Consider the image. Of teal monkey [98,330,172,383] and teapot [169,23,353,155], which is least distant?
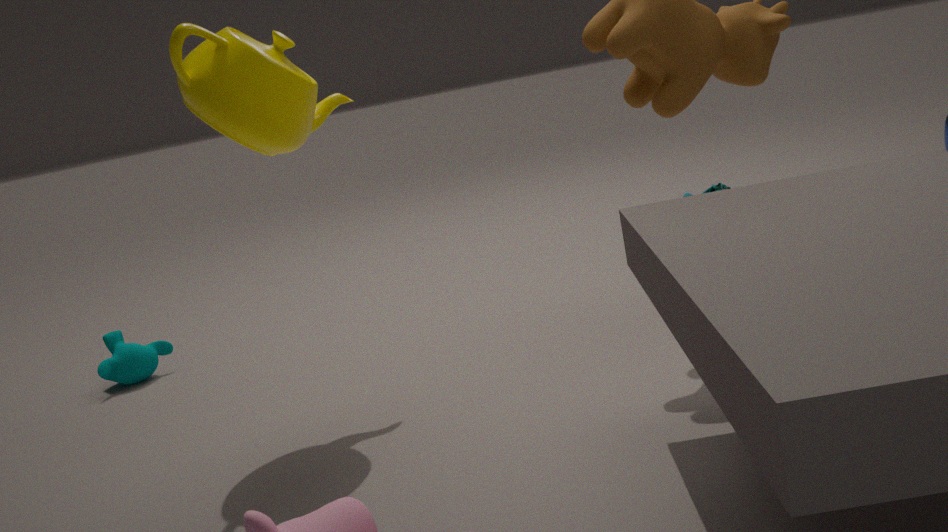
teapot [169,23,353,155]
